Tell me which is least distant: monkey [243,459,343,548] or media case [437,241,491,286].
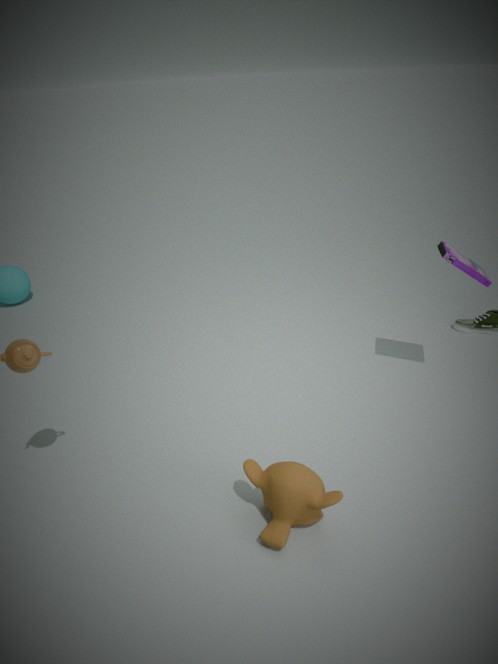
monkey [243,459,343,548]
